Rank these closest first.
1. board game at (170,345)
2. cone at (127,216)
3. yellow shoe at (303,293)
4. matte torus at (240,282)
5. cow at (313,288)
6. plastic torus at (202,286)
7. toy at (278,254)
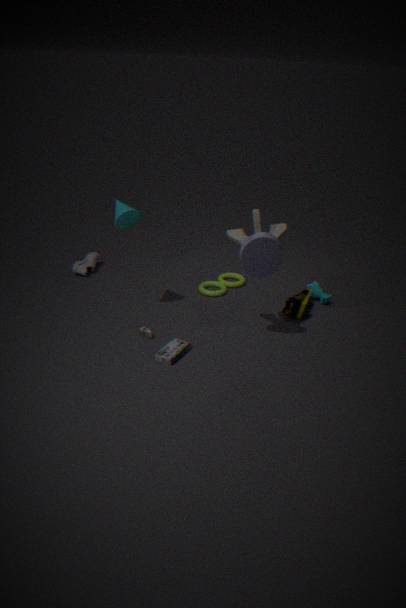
1. toy at (278,254)
2. board game at (170,345)
3. cone at (127,216)
4. yellow shoe at (303,293)
5. cow at (313,288)
6. plastic torus at (202,286)
7. matte torus at (240,282)
